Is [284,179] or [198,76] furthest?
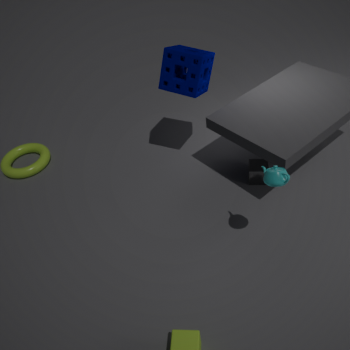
[198,76]
